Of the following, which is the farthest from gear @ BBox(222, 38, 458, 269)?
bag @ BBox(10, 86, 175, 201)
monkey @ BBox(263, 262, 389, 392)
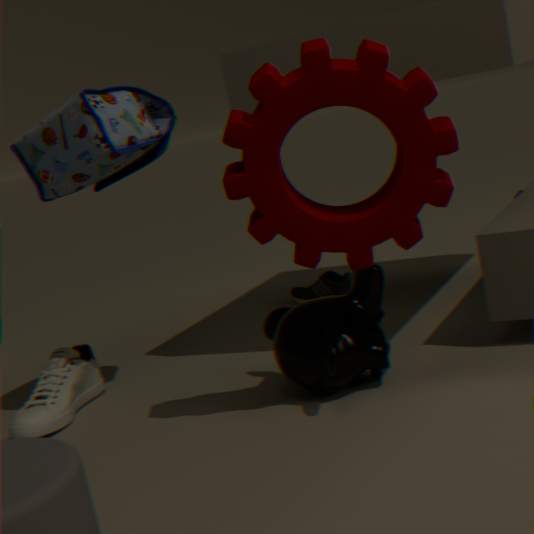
bag @ BBox(10, 86, 175, 201)
